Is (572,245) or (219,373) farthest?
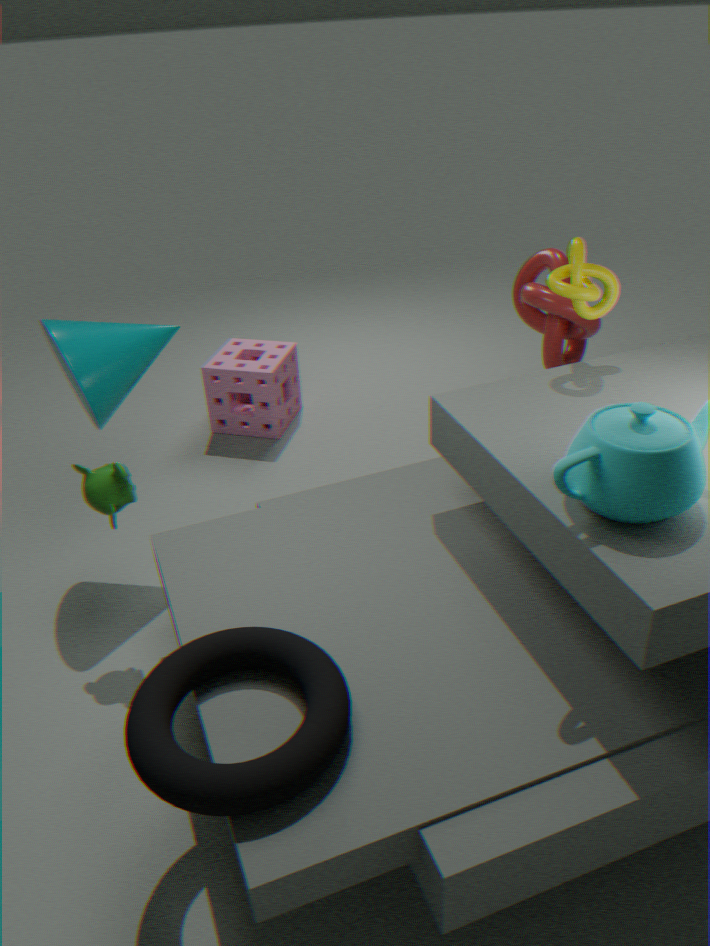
(219,373)
